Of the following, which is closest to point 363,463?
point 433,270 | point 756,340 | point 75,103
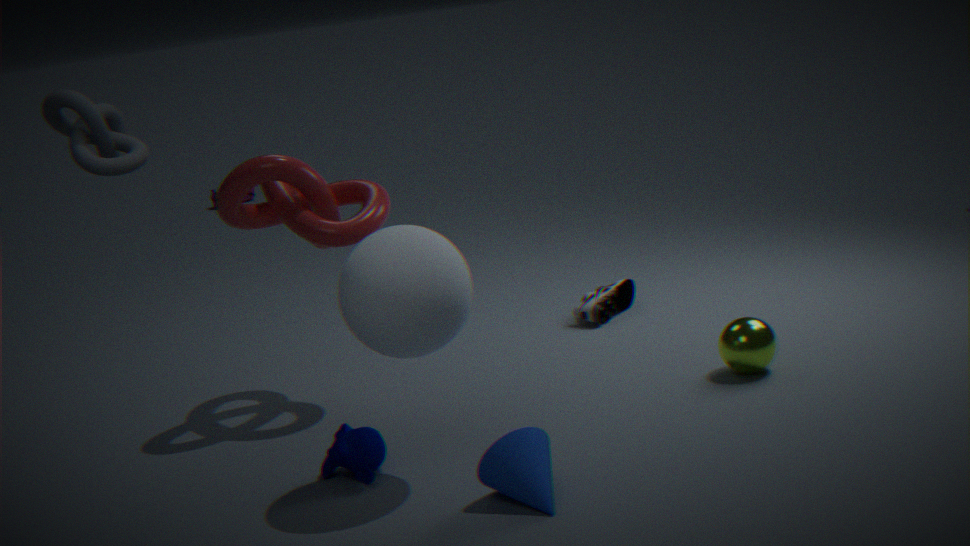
point 433,270
